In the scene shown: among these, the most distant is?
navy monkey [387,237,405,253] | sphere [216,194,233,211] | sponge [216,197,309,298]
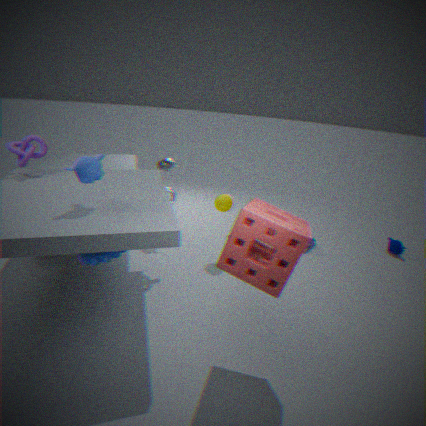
navy monkey [387,237,405,253]
